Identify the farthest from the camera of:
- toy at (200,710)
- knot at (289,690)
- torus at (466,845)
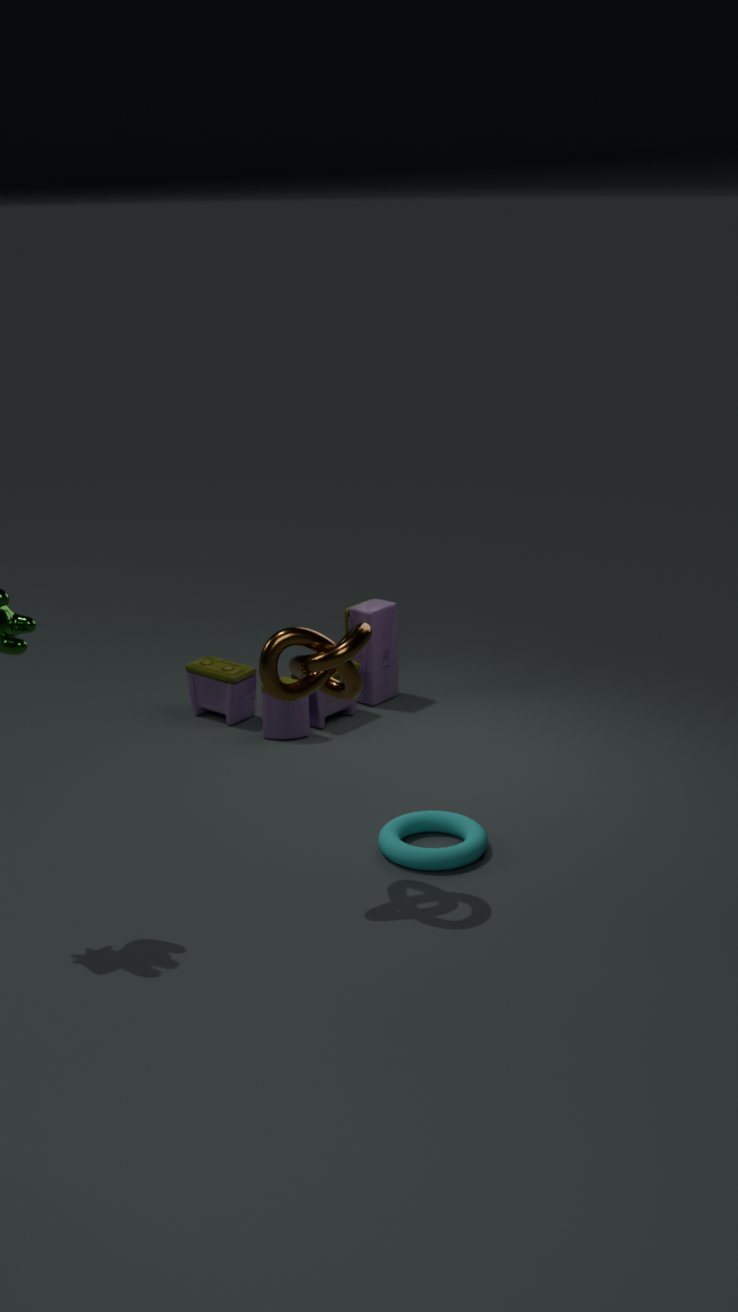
toy at (200,710)
